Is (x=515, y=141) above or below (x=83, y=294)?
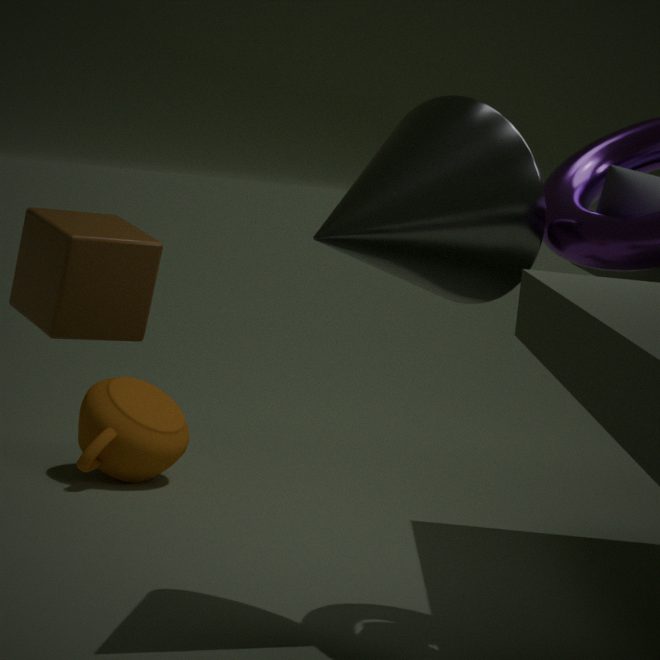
above
